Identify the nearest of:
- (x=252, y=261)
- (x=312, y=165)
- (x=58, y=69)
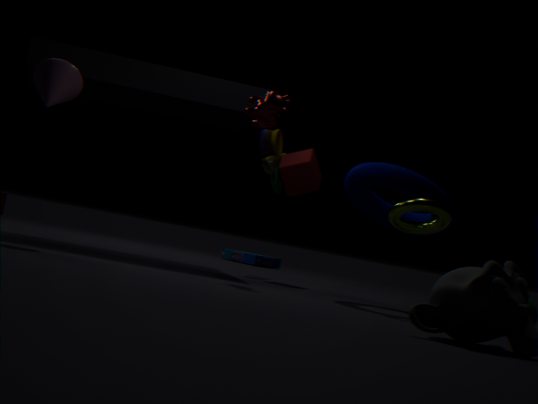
(x=58, y=69)
